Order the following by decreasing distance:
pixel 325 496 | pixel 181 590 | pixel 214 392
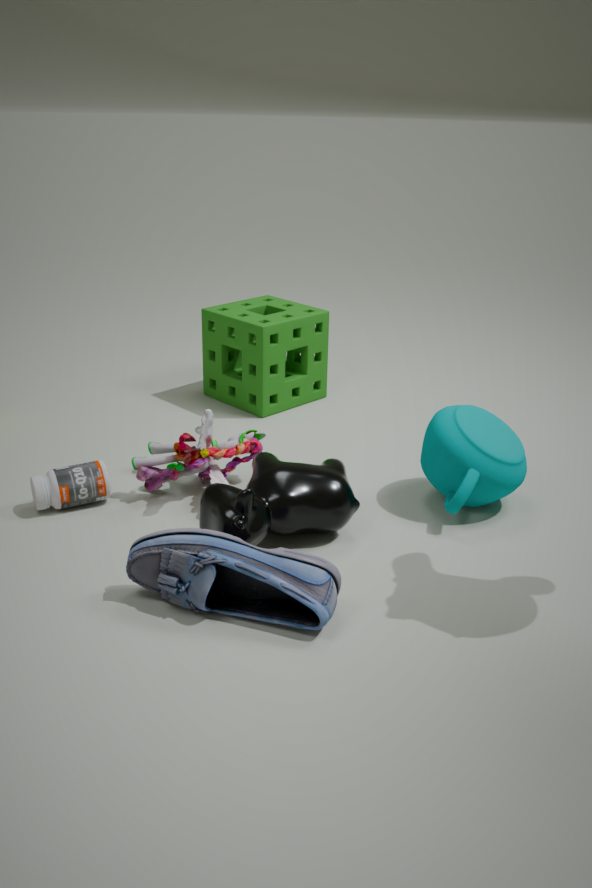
pixel 214 392
pixel 325 496
pixel 181 590
